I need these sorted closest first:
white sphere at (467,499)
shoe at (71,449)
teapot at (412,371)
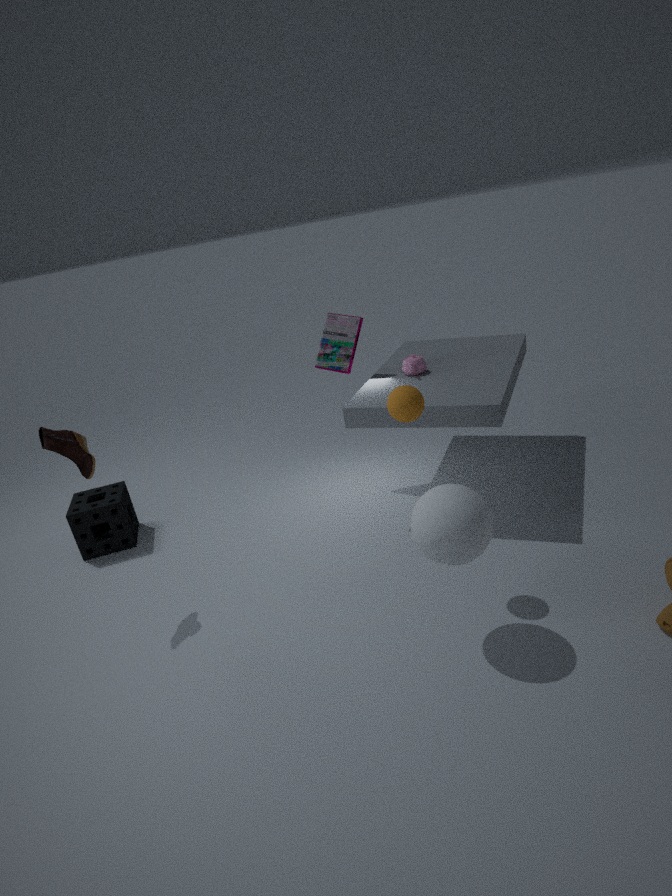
white sphere at (467,499)
shoe at (71,449)
teapot at (412,371)
